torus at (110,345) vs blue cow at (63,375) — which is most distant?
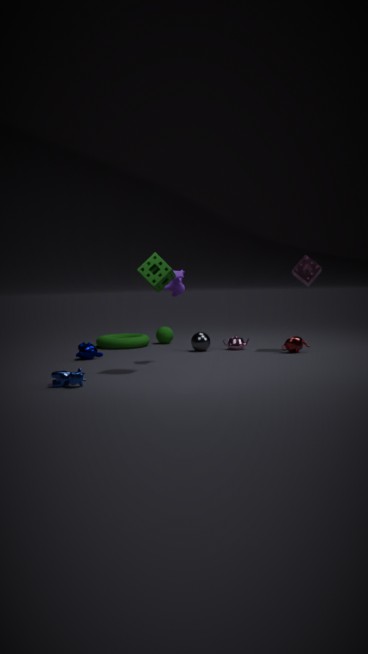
torus at (110,345)
